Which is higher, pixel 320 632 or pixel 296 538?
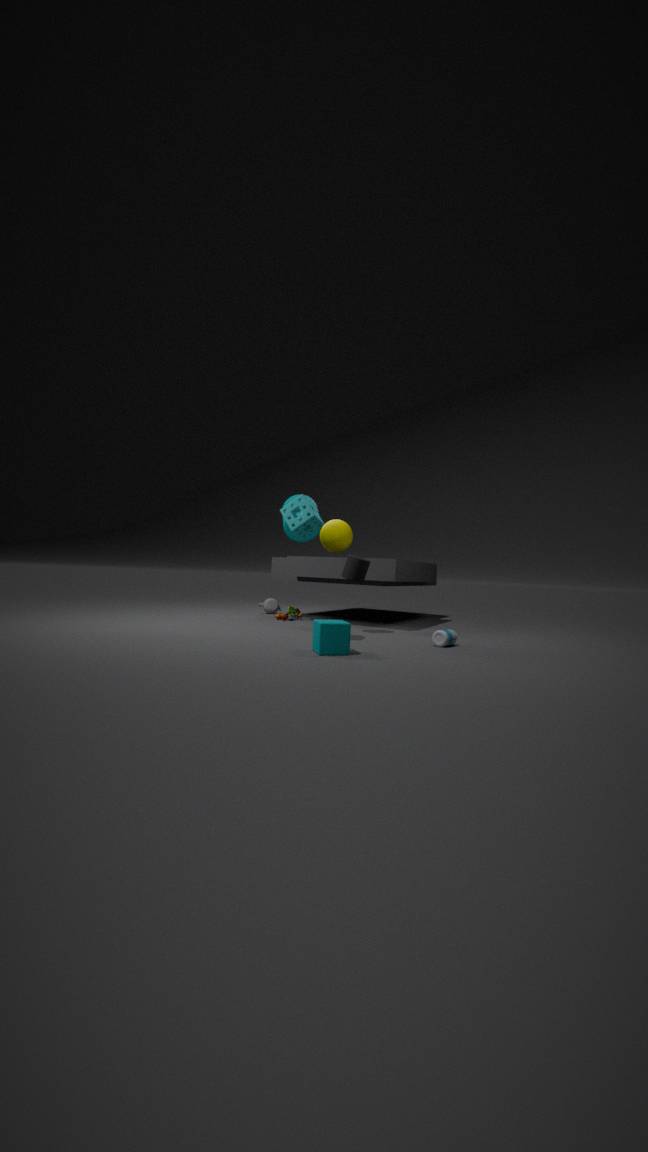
pixel 296 538
